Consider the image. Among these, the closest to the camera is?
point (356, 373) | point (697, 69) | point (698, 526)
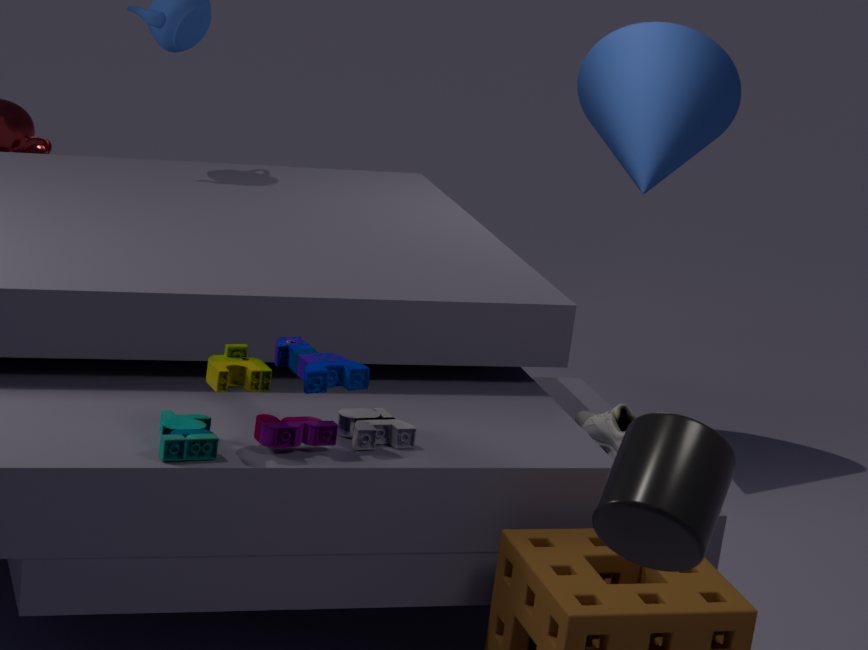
point (698, 526)
